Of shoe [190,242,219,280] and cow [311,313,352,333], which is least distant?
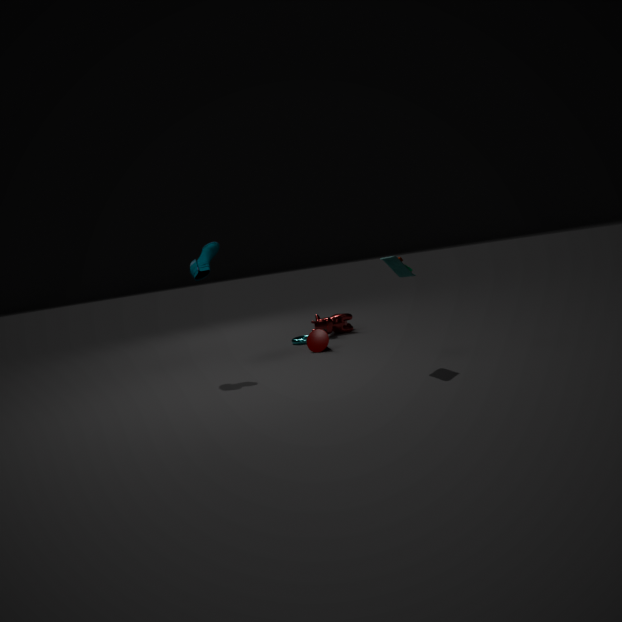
shoe [190,242,219,280]
